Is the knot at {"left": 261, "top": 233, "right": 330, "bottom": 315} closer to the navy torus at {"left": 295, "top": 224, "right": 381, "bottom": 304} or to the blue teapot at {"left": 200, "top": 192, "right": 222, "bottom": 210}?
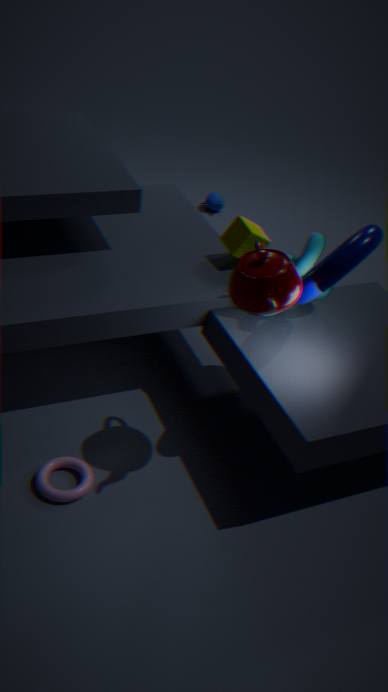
the navy torus at {"left": 295, "top": 224, "right": 381, "bottom": 304}
